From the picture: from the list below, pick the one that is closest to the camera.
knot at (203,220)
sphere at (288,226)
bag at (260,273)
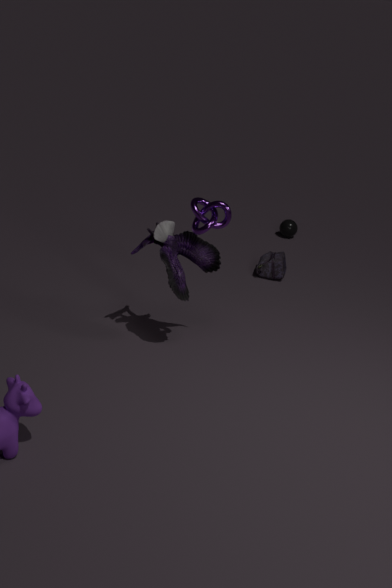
knot at (203,220)
